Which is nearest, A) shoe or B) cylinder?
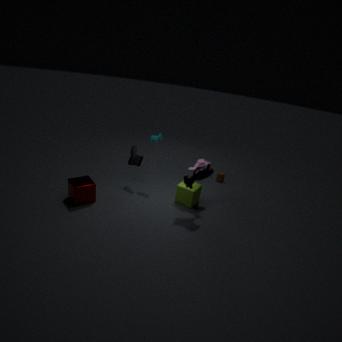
A. shoe
